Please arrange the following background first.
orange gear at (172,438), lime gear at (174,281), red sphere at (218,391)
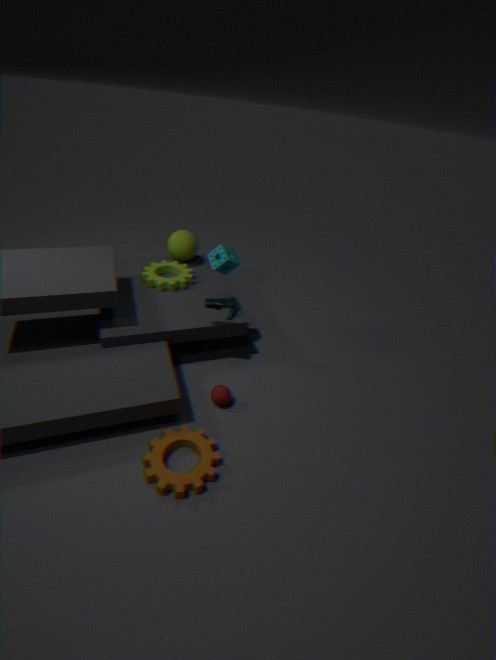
1. lime gear at (174,281)
2. red sphere at (218,391)
3. orange gear at (172,438)
